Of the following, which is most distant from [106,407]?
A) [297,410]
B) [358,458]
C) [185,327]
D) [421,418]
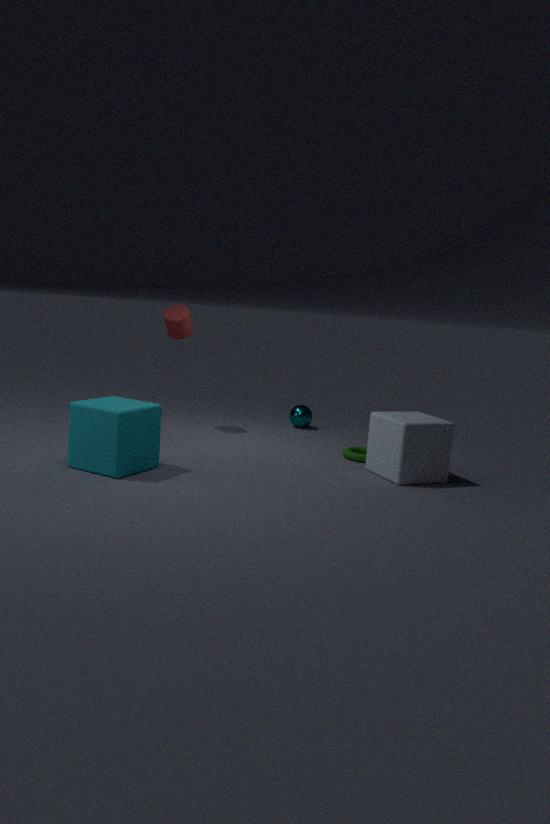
[297,410]
